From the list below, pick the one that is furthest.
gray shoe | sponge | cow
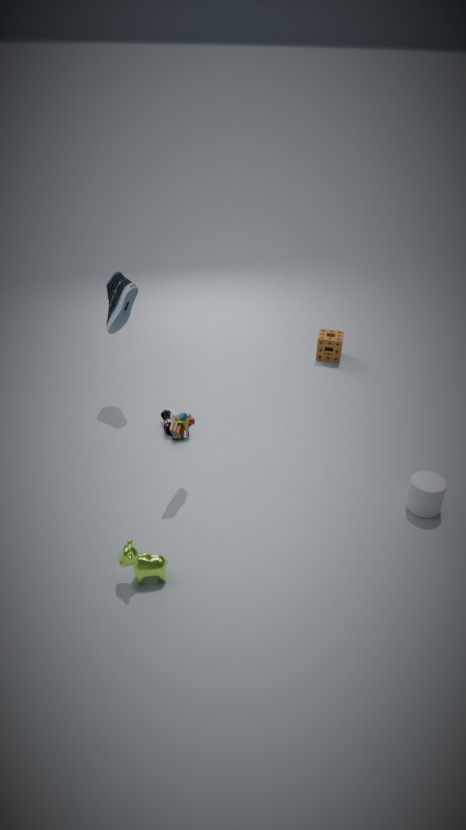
sponge
